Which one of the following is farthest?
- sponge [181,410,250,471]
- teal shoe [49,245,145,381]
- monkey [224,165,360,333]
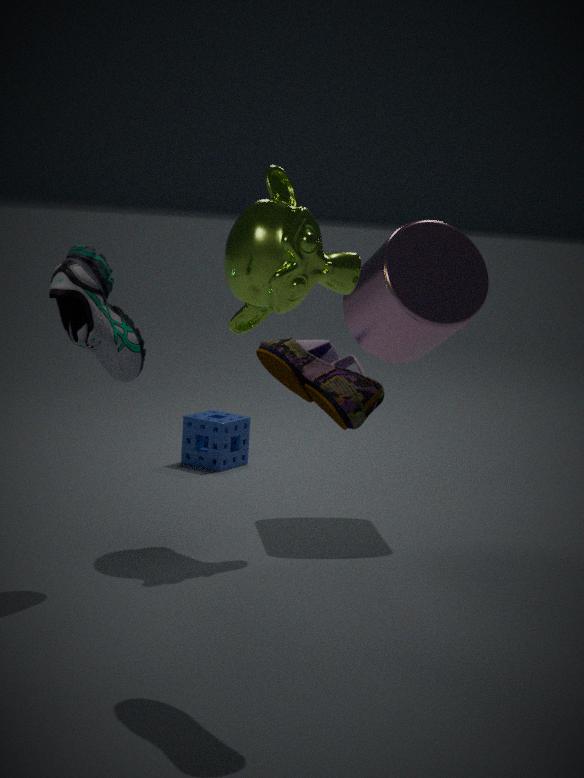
sponge [181,410,250,471]
